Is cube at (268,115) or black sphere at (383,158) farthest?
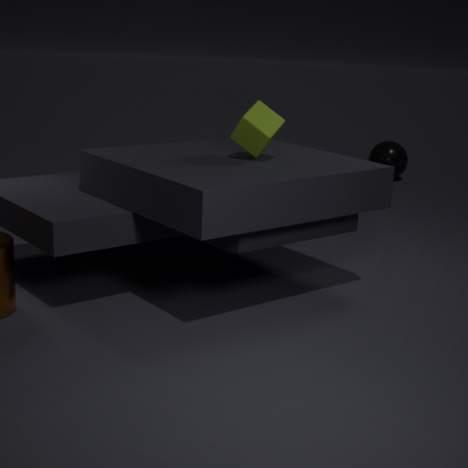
black sphere at (383,158)
